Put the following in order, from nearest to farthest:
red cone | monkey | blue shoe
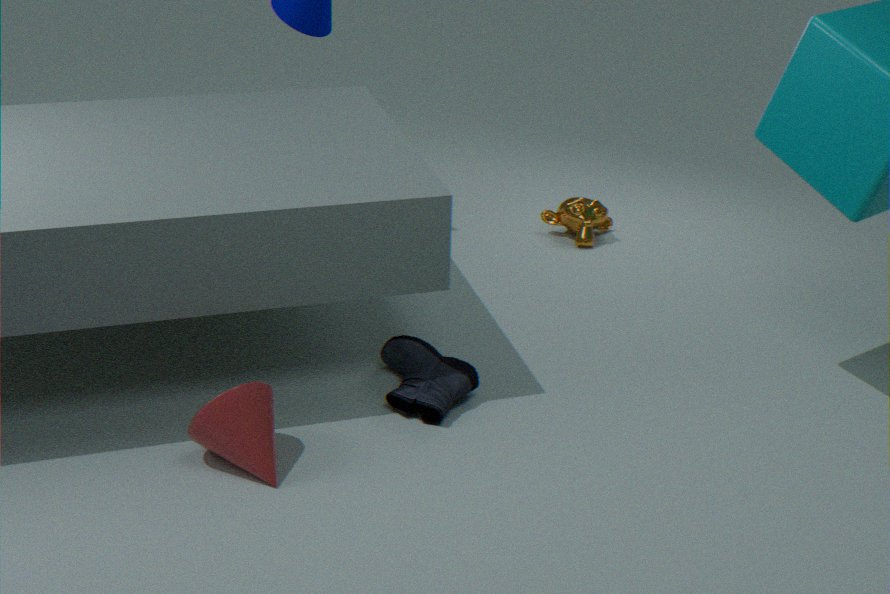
red cone
blue shoe
monkey
